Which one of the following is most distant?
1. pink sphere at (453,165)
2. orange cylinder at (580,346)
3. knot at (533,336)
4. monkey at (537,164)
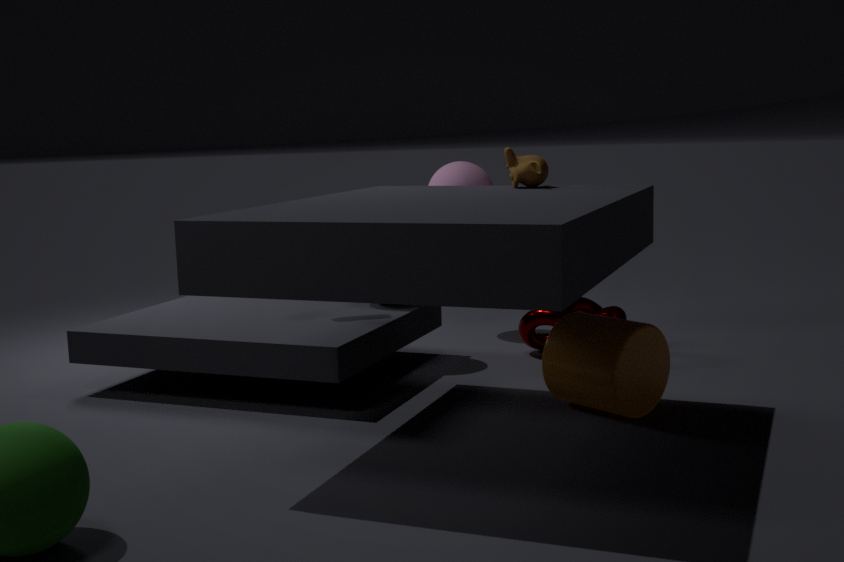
pink sphere at (453,165)
